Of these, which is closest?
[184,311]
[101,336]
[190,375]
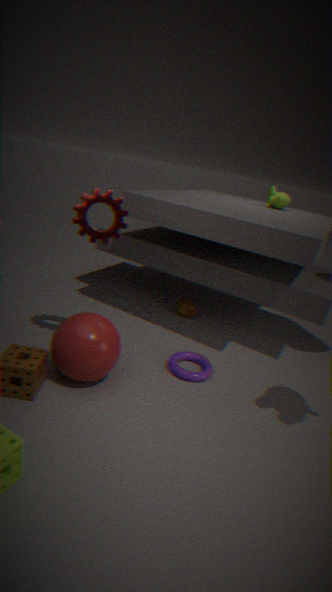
[101,336]
